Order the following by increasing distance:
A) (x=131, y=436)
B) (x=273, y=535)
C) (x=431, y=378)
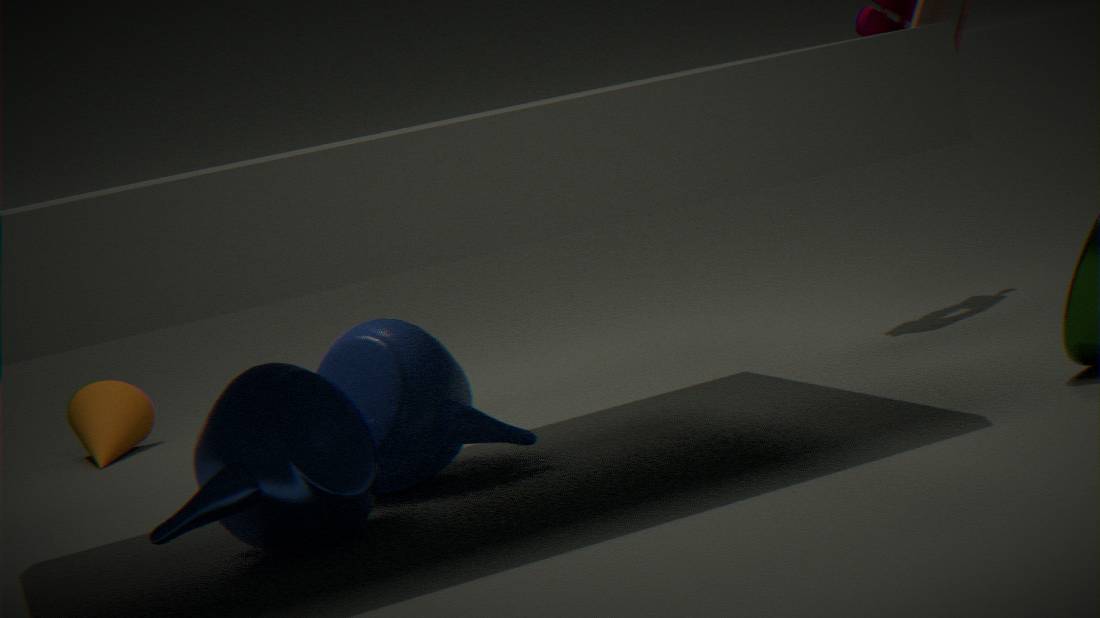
(x=273, y=535) < (x=431, y=378) < (x=131, y=436)
